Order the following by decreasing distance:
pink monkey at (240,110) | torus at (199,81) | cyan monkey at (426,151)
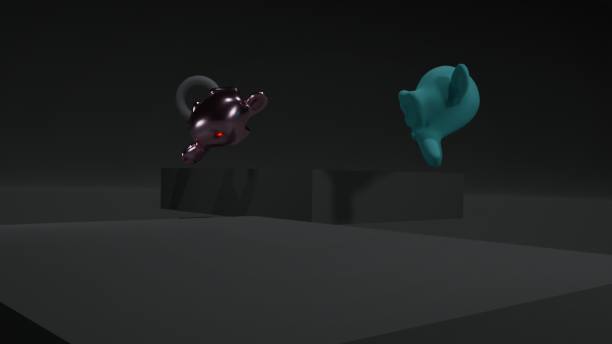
torus at (199,81)
pink monkey at (240,110)
cyan monkey at (426,151)
